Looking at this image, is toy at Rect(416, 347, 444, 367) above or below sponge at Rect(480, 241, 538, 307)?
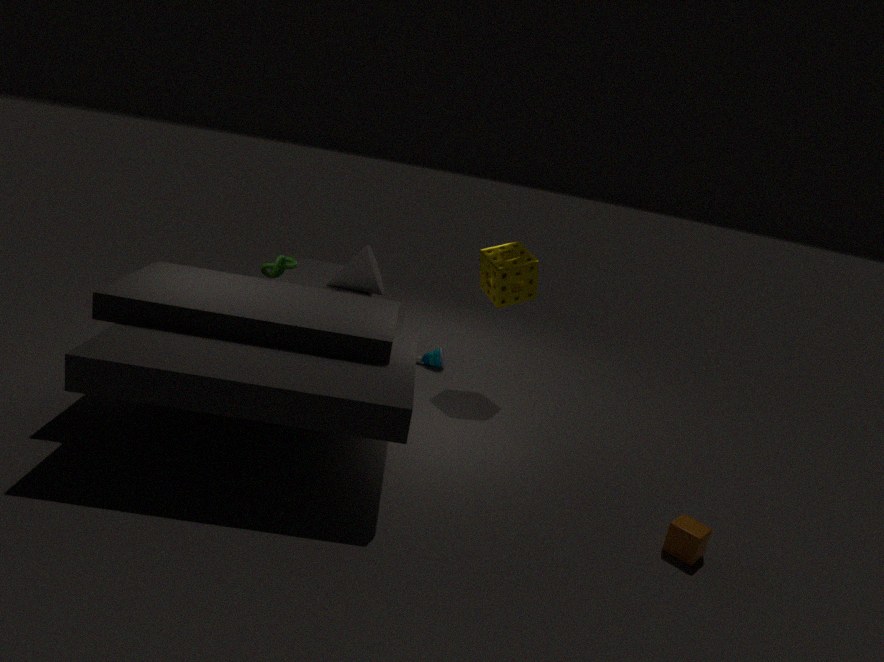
below
